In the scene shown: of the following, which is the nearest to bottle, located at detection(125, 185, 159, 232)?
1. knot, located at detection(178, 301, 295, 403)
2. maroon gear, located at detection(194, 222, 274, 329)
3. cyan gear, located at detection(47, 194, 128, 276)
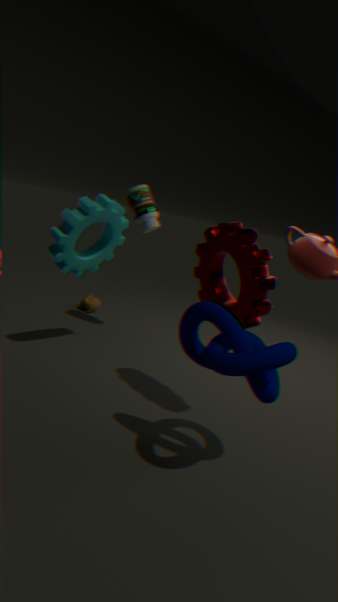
cyan gear, located at detection(47, 194, 128, 276)
